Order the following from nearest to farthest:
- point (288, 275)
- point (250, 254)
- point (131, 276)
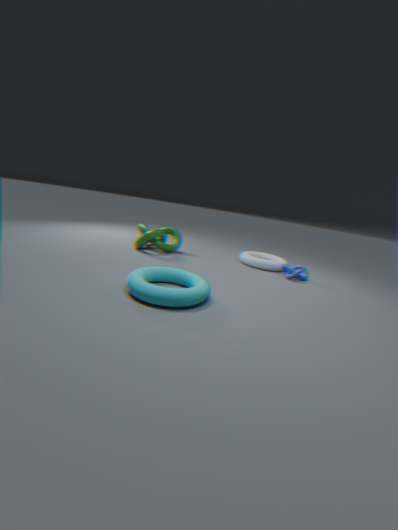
1. point (131, 276)
2. point (288, 275)
3. point (250, 254)
